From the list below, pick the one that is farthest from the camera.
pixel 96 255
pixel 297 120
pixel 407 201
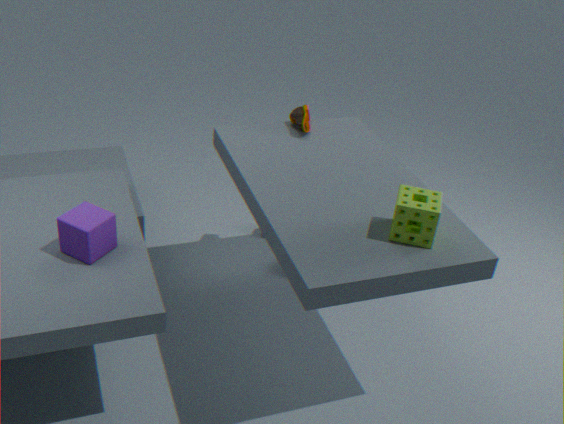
pixel 297 120
